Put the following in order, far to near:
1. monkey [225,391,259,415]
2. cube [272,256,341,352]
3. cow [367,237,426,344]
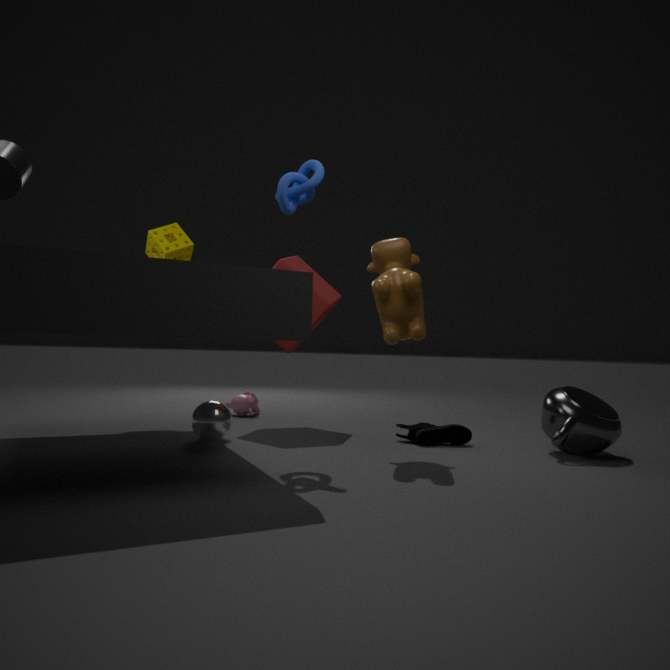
monkey [225,391,259,415]
cube [272,256,341,352]
cow [367,237,426,344]
